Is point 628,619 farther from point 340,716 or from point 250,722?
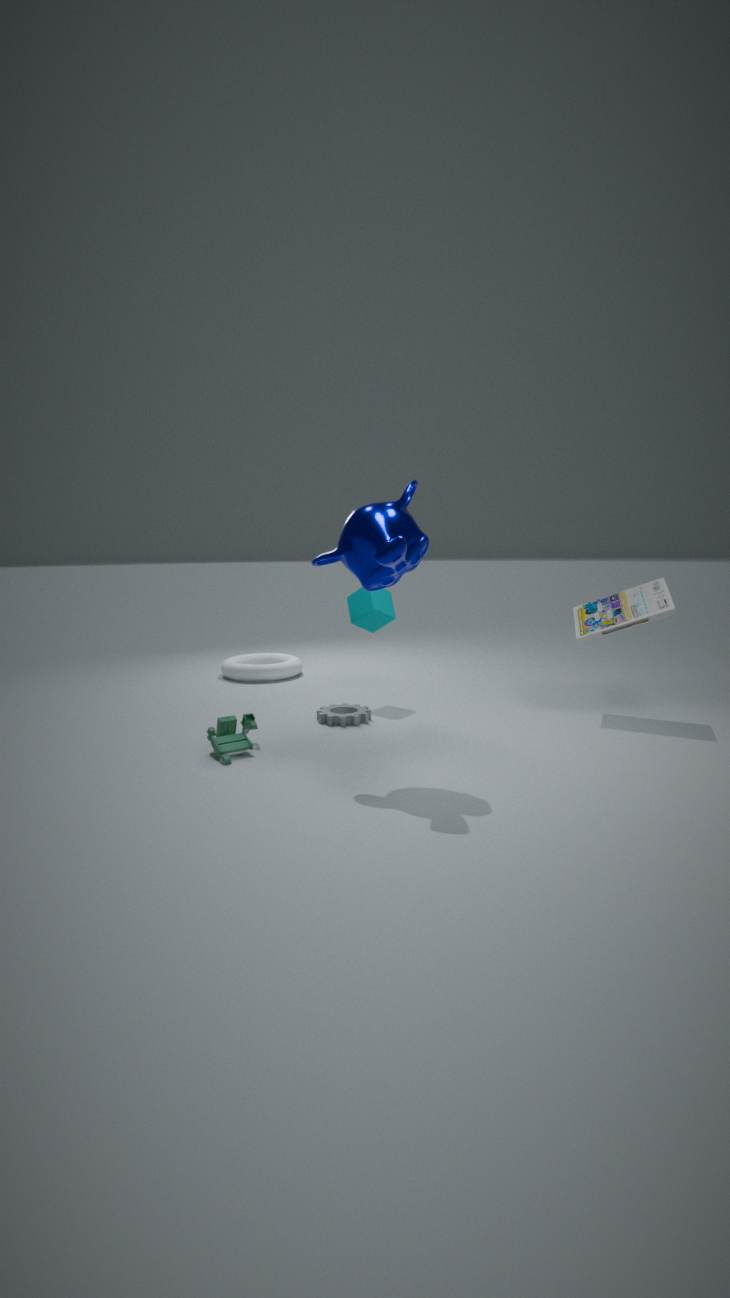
point 250,722
